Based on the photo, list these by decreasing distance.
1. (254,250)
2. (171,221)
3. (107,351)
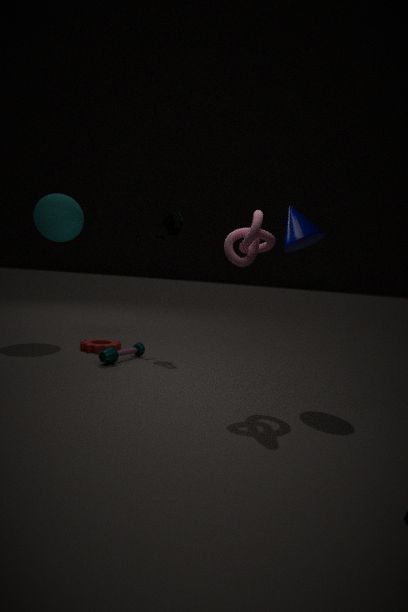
(171,221), (107,351), (254,250)
